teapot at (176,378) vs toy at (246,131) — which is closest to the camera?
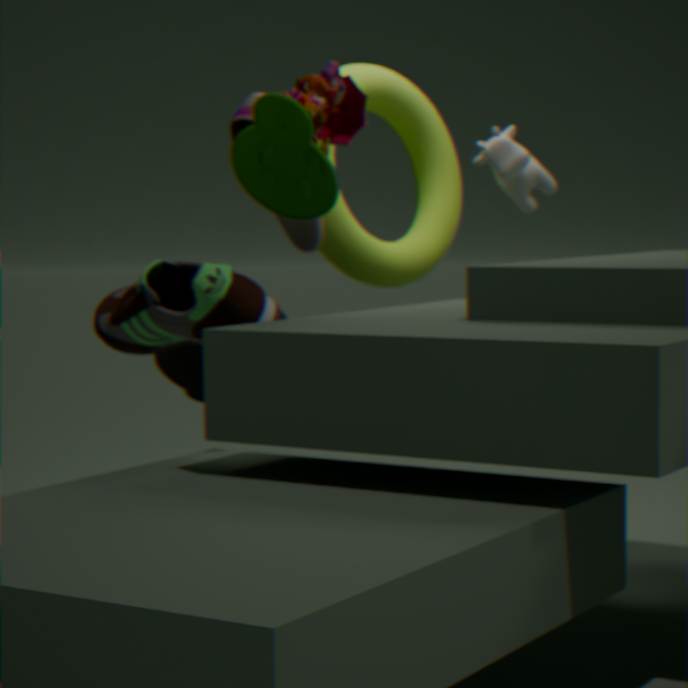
toy at (246,131)
